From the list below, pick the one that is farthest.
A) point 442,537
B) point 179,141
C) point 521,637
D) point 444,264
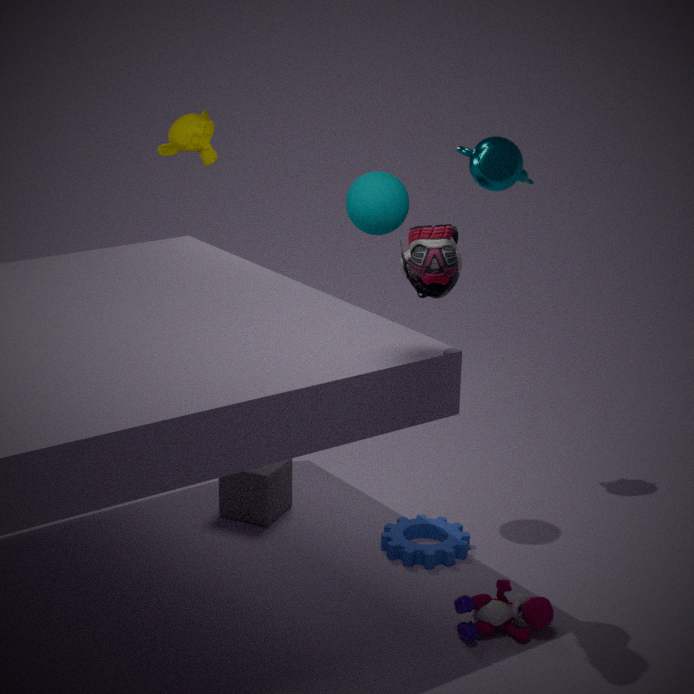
point 179,141
